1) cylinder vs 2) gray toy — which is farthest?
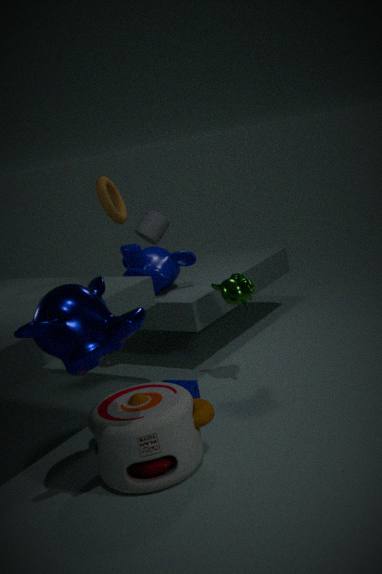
1. cylinder
